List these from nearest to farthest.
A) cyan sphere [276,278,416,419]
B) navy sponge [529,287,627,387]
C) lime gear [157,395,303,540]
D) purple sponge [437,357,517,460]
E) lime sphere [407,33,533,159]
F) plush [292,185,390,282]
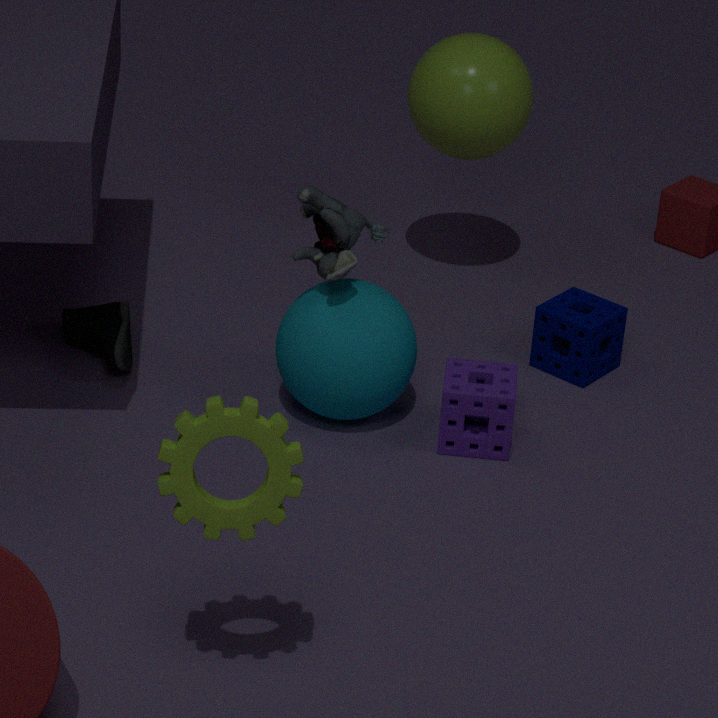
lime gear [157,395,303,540] < plush [292,185,390,282] < cyan sphere [276,278,416,419] < purple sponge [437,357,517,460] < navy sponge [529,287,627,387] < lime sphere [407,33,533,159]
